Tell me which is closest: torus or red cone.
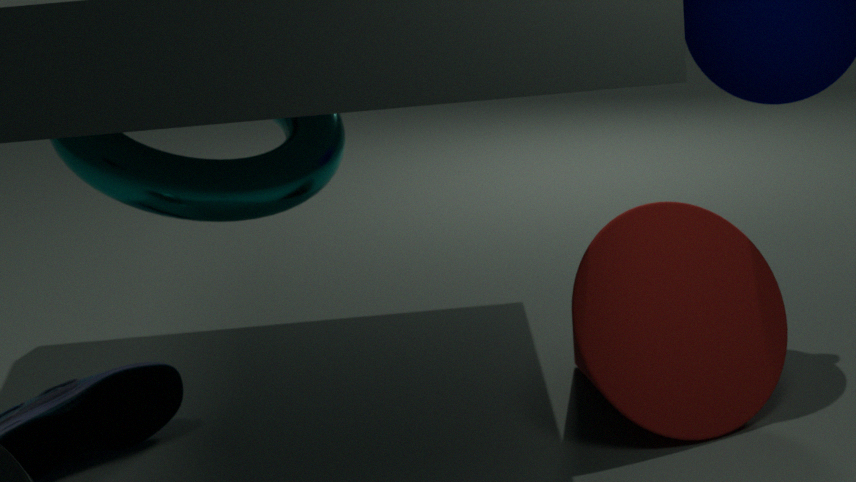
torus
